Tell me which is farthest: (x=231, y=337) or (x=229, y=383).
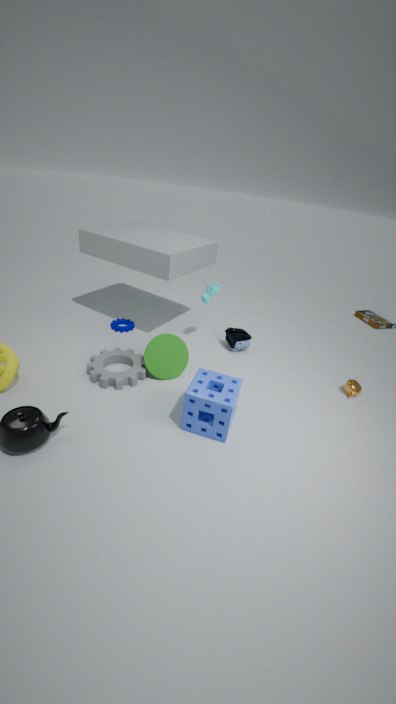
(x=231, y=337)
